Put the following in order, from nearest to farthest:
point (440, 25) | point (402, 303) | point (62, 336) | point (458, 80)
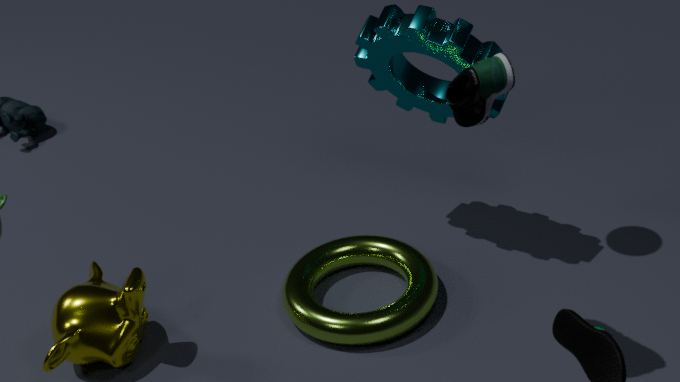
point (458, 80) < point (62, 336) < point (440, 25) < point (402, 303)
